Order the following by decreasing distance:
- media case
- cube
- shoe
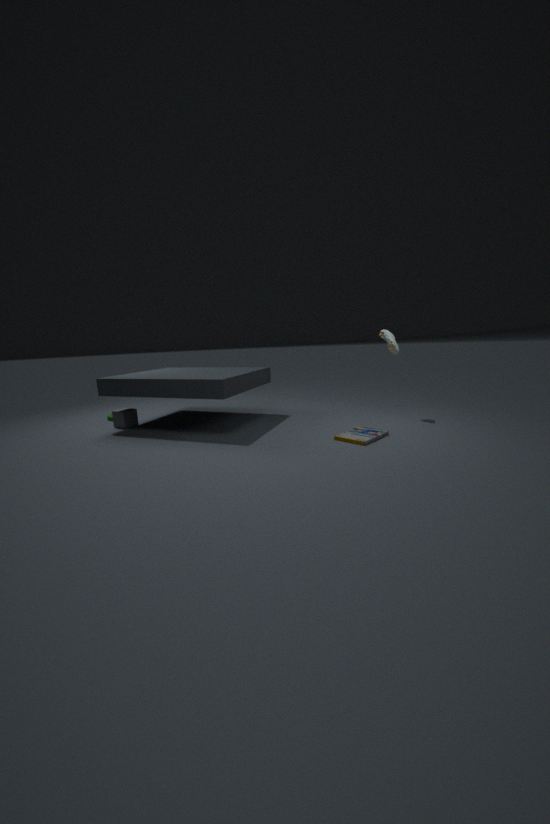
1. cube
2. shoe
3. media case
